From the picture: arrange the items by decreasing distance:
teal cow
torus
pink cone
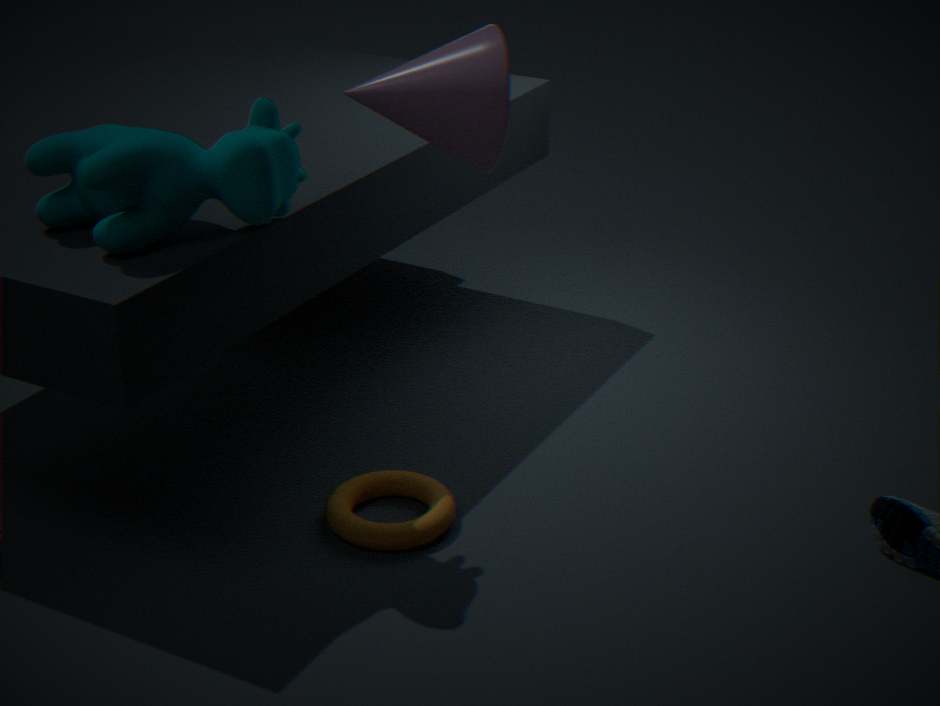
1. torus
2. teal cow
3. pink cone
